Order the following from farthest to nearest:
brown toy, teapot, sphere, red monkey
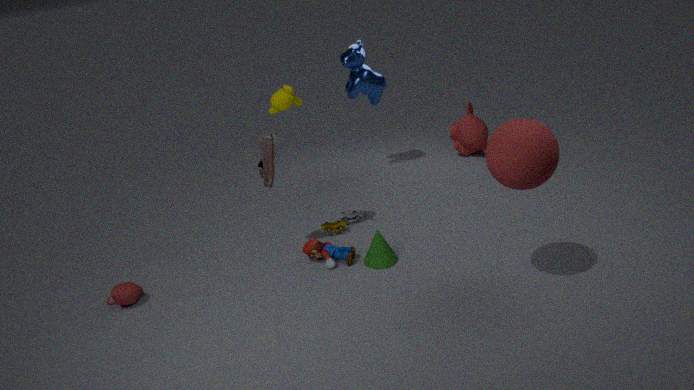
1. red monkey
2. brown toy
3. teapot
4. sphere
